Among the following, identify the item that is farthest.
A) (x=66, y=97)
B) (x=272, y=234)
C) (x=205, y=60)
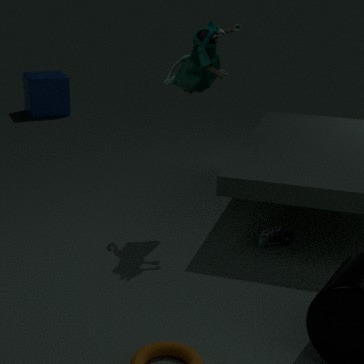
(x=66, y=97)
